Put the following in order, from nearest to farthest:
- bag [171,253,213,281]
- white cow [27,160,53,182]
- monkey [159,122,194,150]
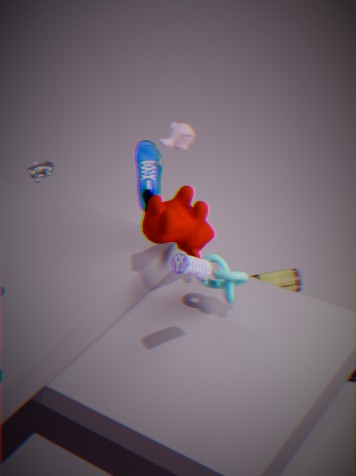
bag [171,253,213,281]
monkey [159,122,194,150]
white cow [27,160,53,182]
